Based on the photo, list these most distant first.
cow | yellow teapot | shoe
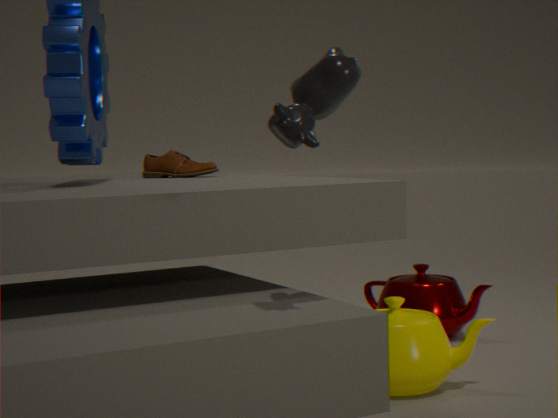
1. shoe
2. yellow teapot
3. cow
